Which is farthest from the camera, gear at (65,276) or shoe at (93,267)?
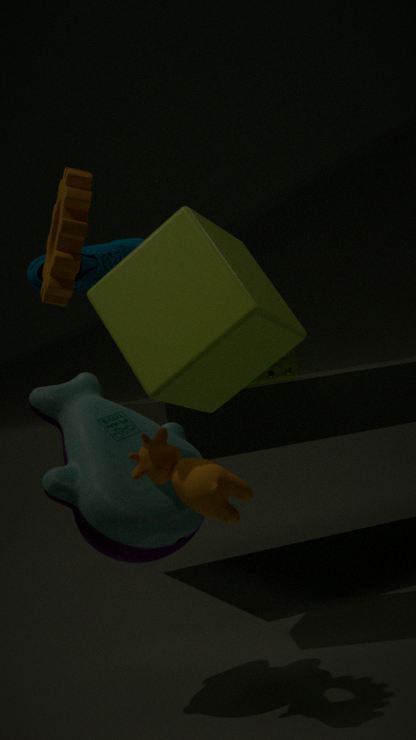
shoe at (93,267)
